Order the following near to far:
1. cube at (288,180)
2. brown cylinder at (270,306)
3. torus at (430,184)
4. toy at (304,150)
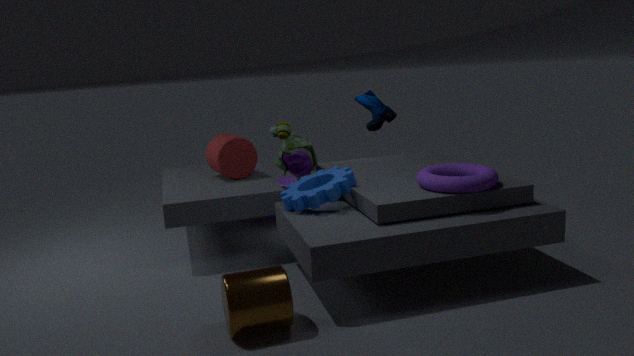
brown cylinder at (270,306) → torus at (430,184) → toy at (304,150) → cube at (288,180)
